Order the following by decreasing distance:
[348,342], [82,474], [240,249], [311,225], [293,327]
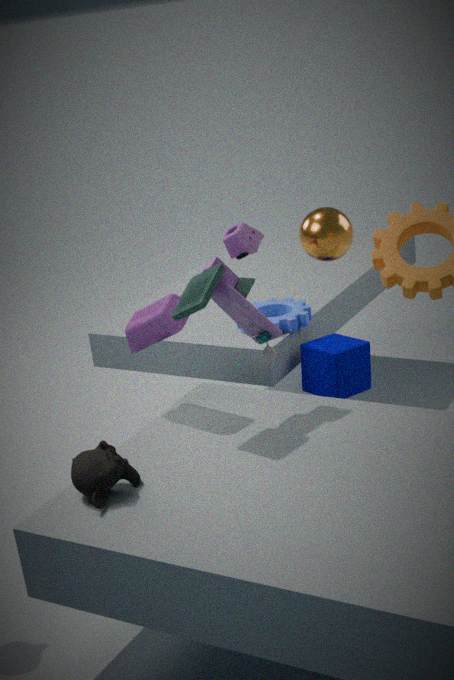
1. [293,327]
2. [348,342]
3. [311,225]
4. [240,249]
5. [82,474]
